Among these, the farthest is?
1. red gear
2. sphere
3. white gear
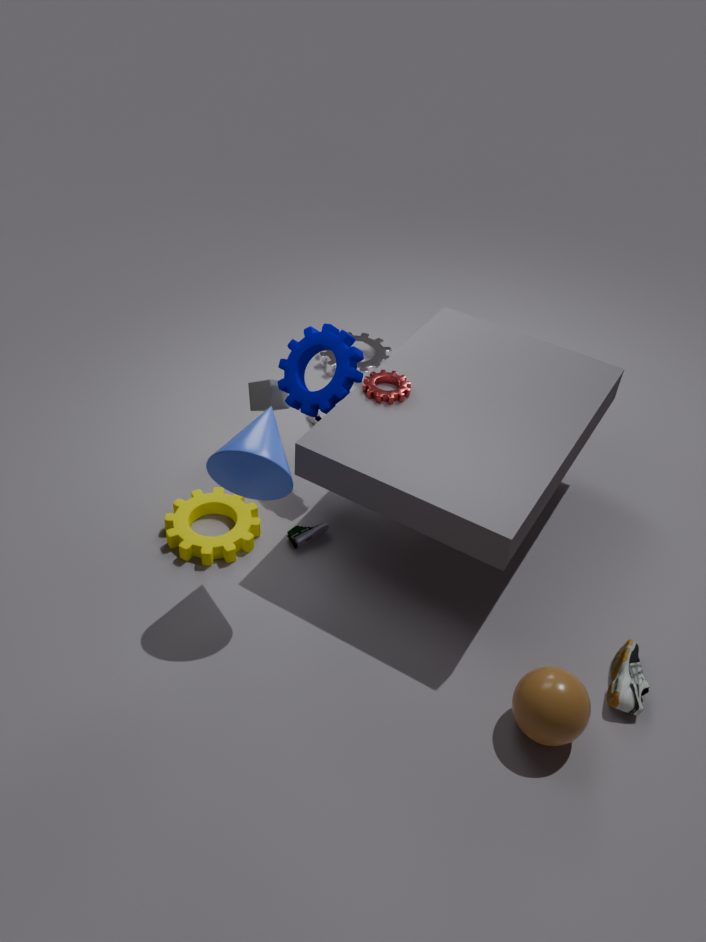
white gear
